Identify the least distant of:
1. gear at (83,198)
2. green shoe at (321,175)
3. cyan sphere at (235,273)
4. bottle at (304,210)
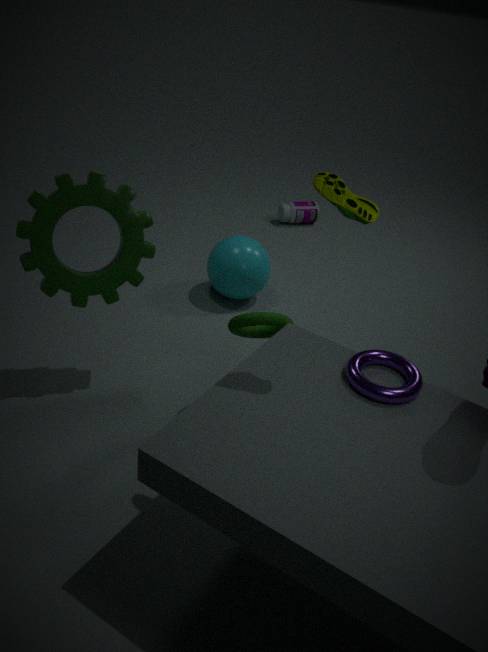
green shoe at (321,175)
